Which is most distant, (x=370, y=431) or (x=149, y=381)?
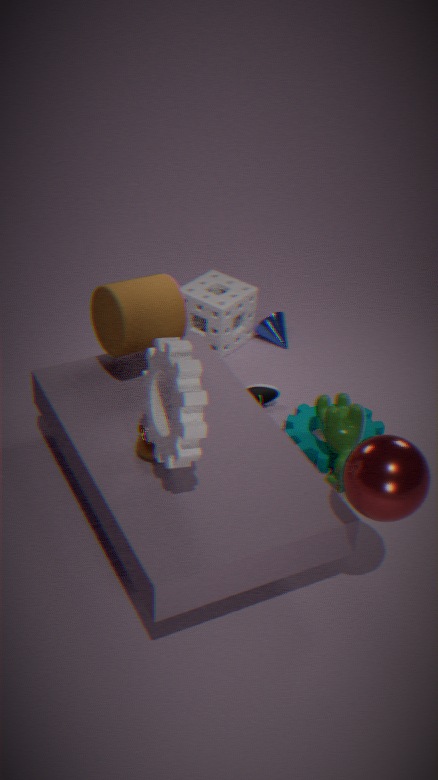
(x=370, y=431)
